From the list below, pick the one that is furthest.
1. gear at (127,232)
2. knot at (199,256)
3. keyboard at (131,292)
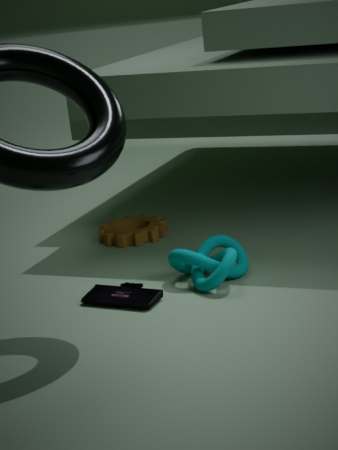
gear at (127,232)
